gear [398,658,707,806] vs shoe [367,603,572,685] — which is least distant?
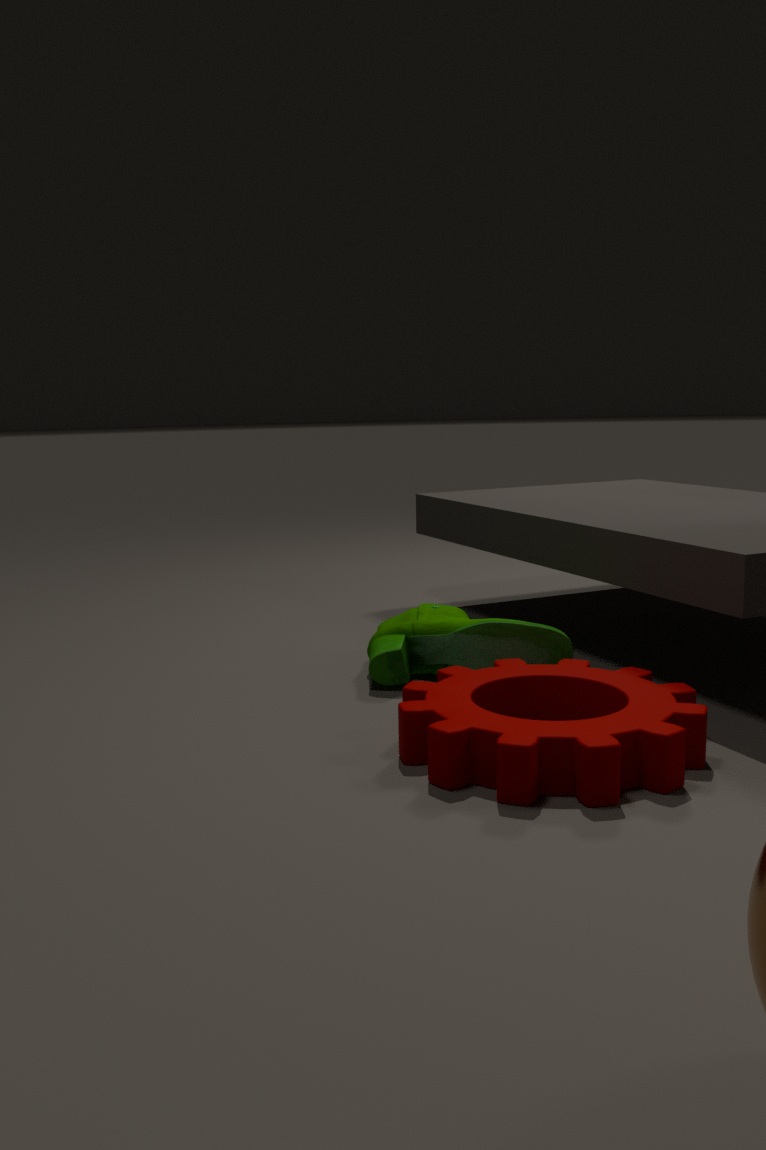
gear [398,658,707,806]
